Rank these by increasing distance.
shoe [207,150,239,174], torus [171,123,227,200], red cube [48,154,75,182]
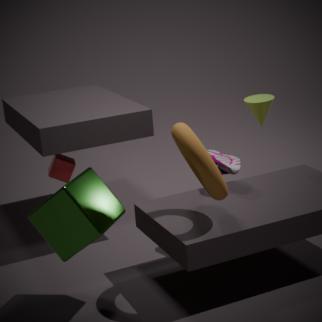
torus [171,123,227,200], shoe [207,150,239,174], red cube [48,154,75,182]
